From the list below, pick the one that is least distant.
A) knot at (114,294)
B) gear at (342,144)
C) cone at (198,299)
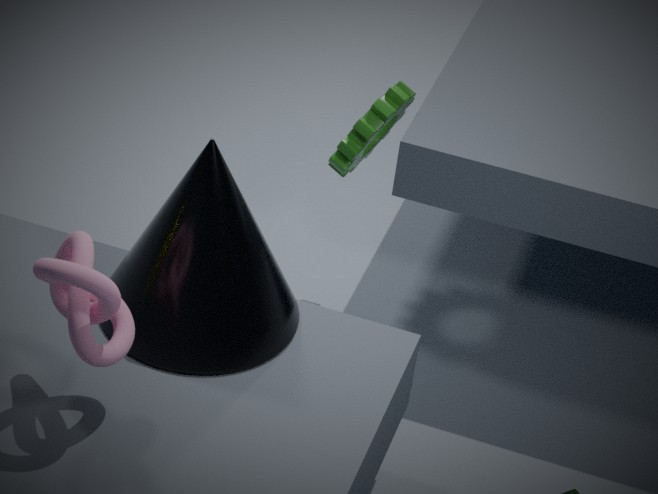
knot at (114,294)
